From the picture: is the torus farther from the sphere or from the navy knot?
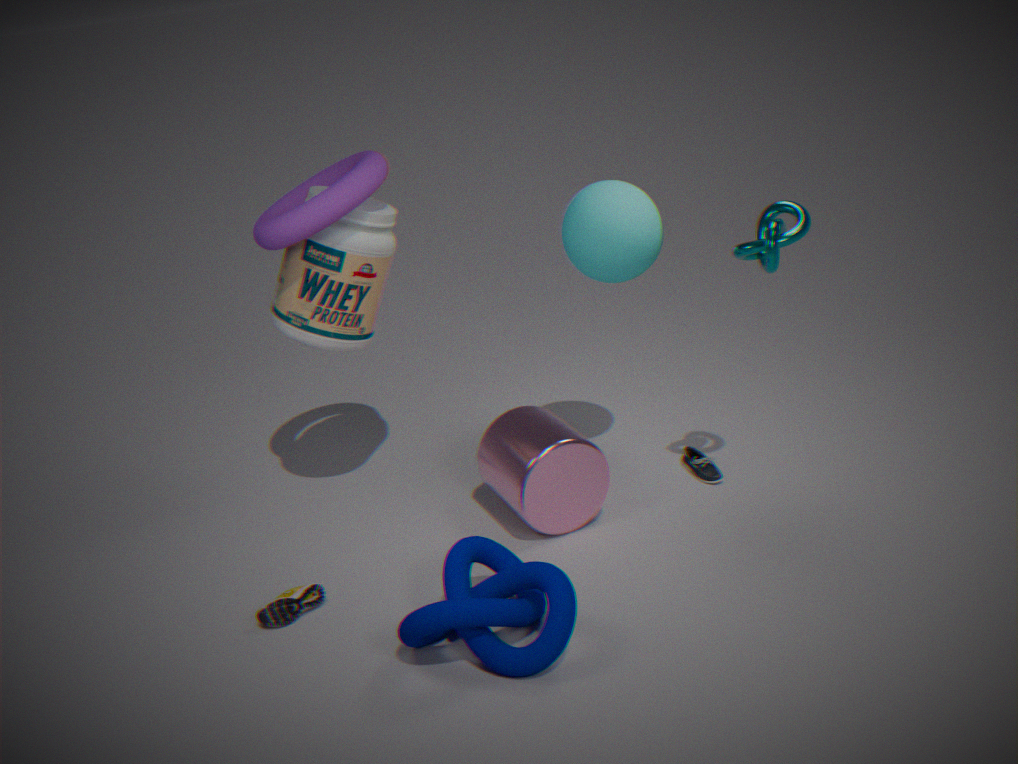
the navy knot
